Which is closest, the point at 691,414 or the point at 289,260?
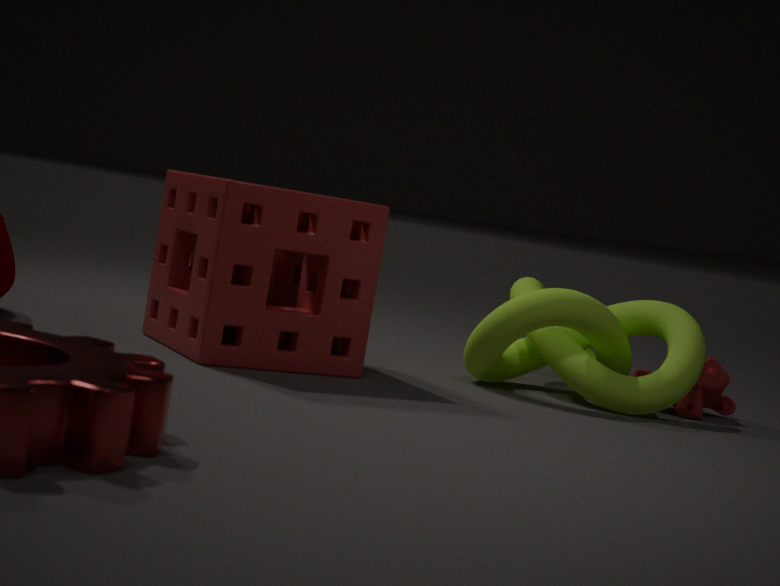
the point at 289,260
